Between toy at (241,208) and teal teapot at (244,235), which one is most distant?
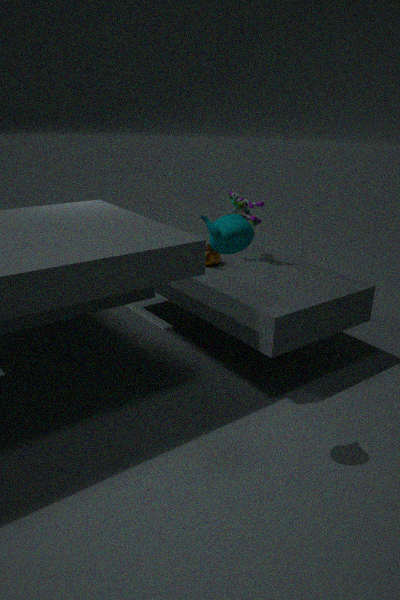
toy at (241,208)
